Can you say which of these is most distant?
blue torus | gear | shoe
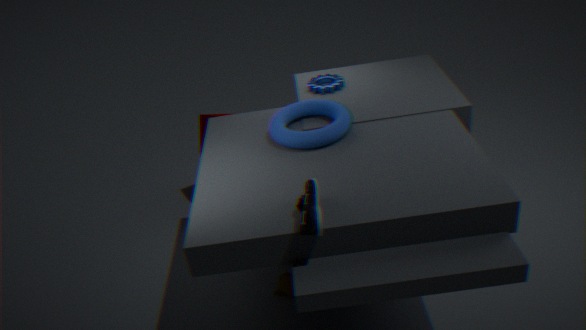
gear
